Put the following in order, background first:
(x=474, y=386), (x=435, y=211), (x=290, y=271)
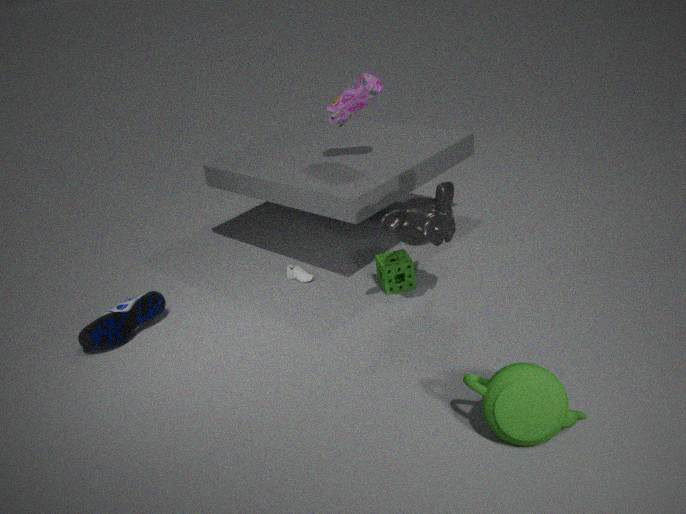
(x=290, y=271)
(x=435, y=211)
(x=474, y=386)
